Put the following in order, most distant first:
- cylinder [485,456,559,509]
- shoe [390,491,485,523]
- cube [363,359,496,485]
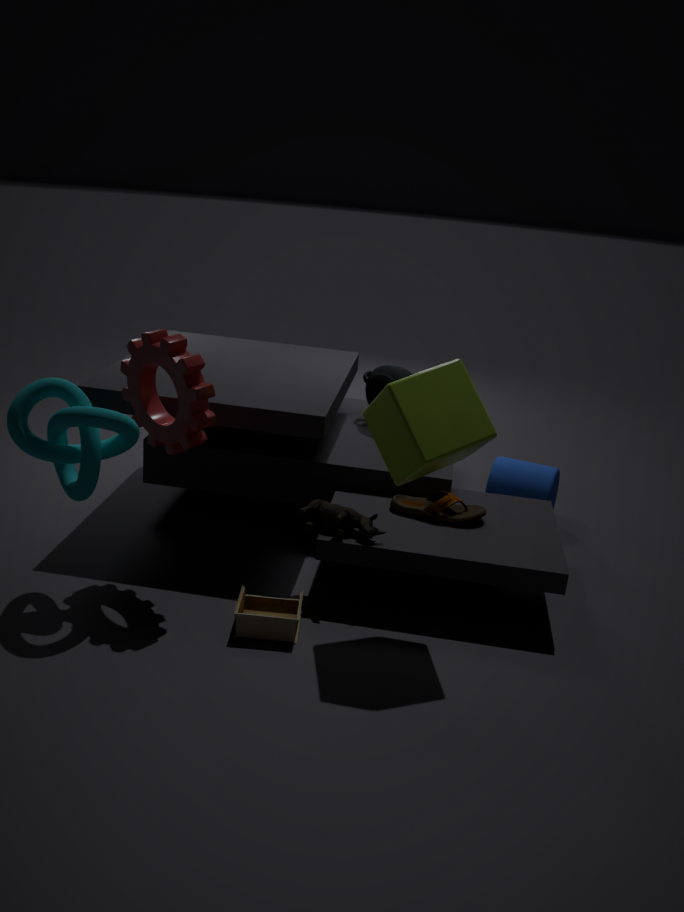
cylinder [485,456,559,509] → shoe [390,491,485,523] → cube [363,359,496,485]
